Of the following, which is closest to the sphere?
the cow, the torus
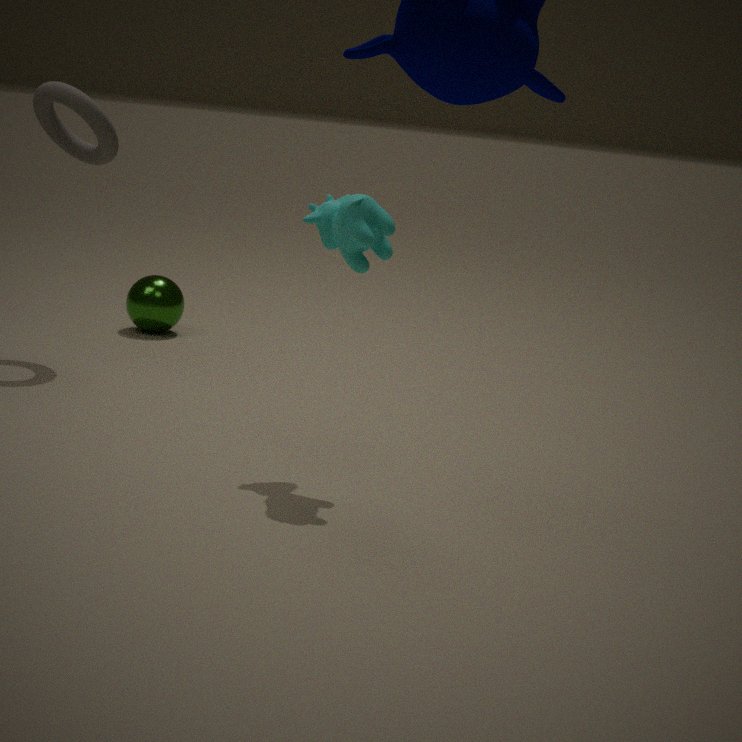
the torus
